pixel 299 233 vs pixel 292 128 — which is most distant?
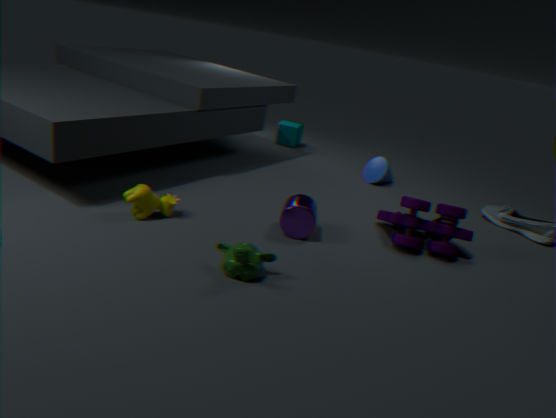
pixel 292 128
